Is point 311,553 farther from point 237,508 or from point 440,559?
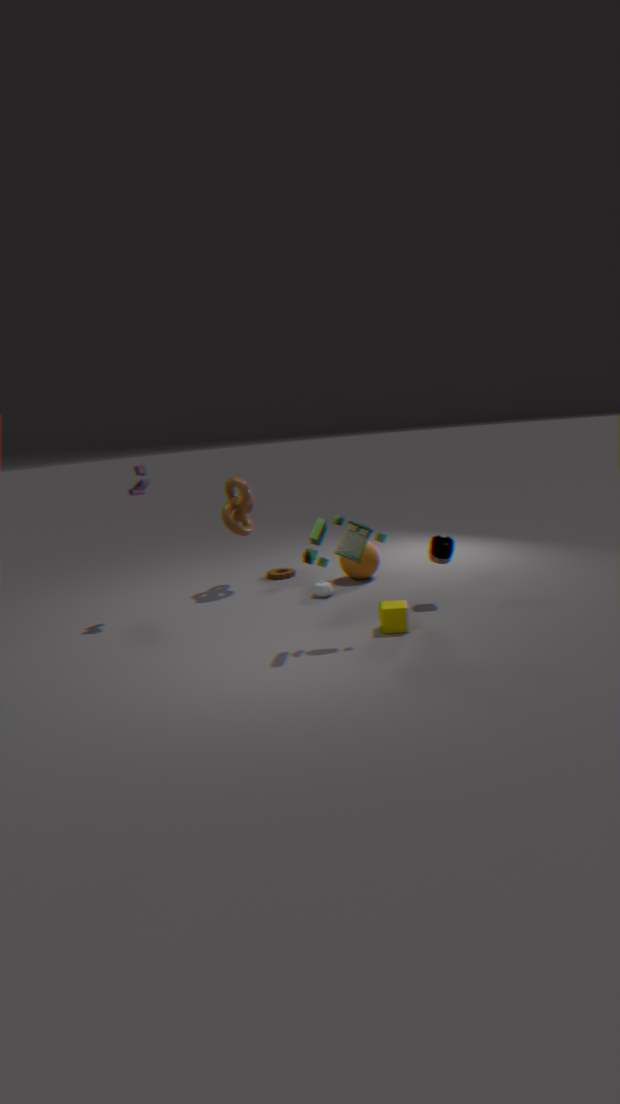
point 237,508
